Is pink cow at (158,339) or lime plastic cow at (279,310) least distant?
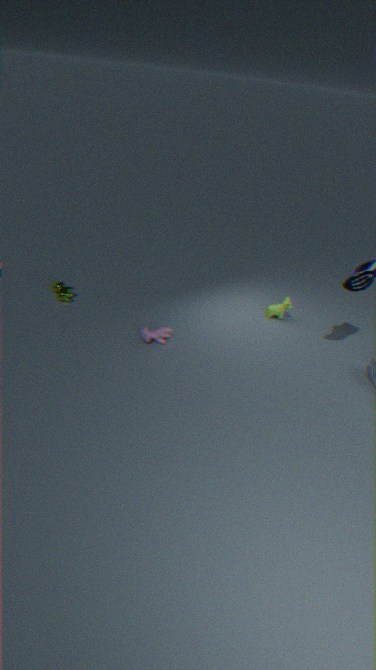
pink cow at (158,339)
